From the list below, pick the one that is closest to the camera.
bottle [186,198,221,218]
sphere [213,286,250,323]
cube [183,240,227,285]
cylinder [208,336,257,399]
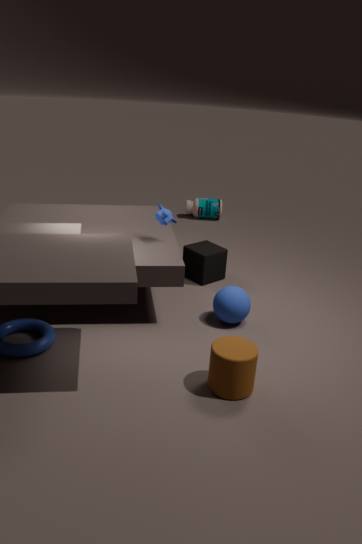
cylinder [208,336,257,399]
